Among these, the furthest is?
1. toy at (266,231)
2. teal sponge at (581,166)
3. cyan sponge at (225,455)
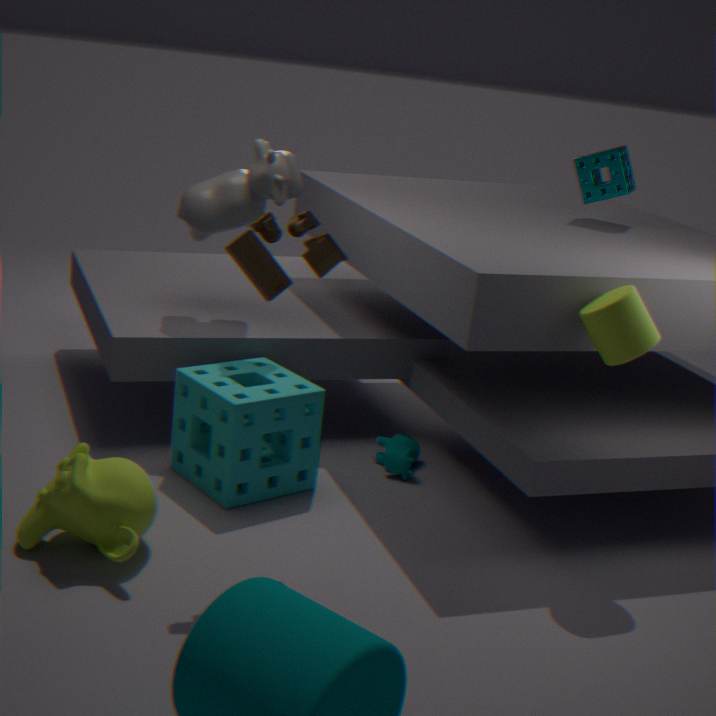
teal sponge at (581,166)
